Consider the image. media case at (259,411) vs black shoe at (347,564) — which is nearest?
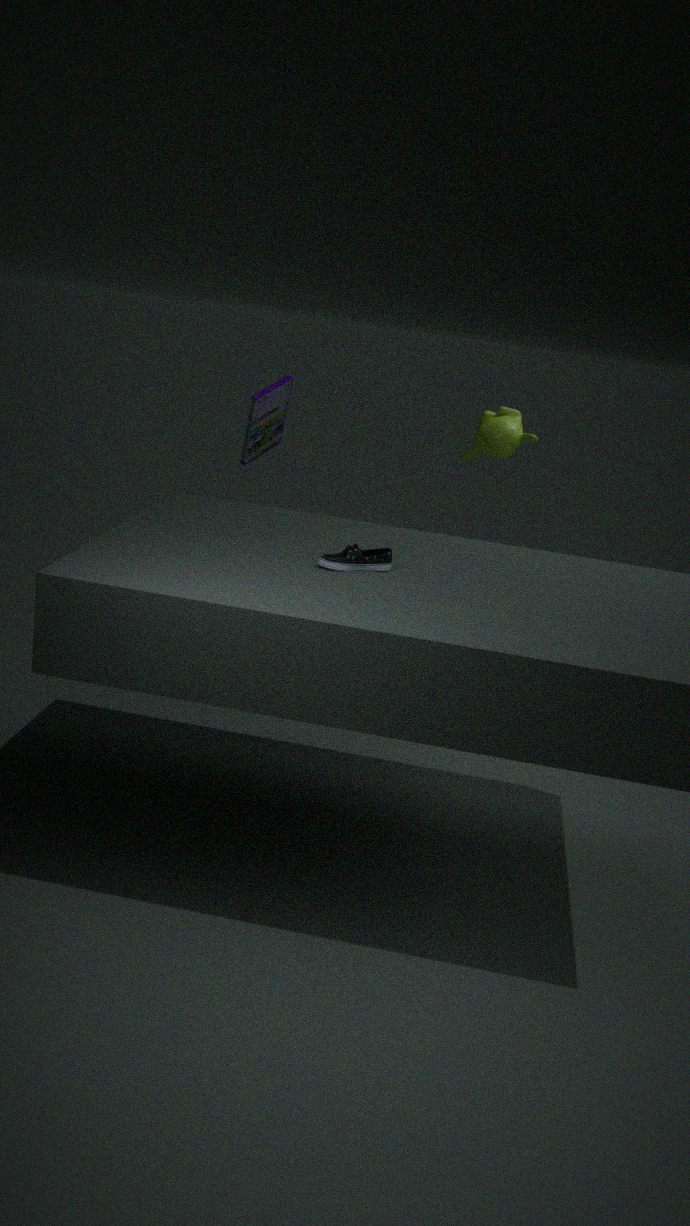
black shoe at (347,564)
